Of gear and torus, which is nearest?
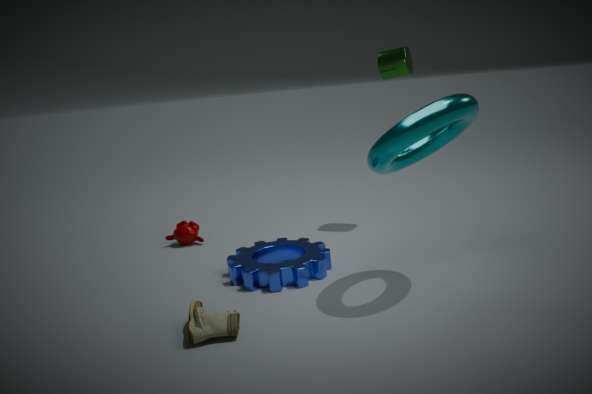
torus
